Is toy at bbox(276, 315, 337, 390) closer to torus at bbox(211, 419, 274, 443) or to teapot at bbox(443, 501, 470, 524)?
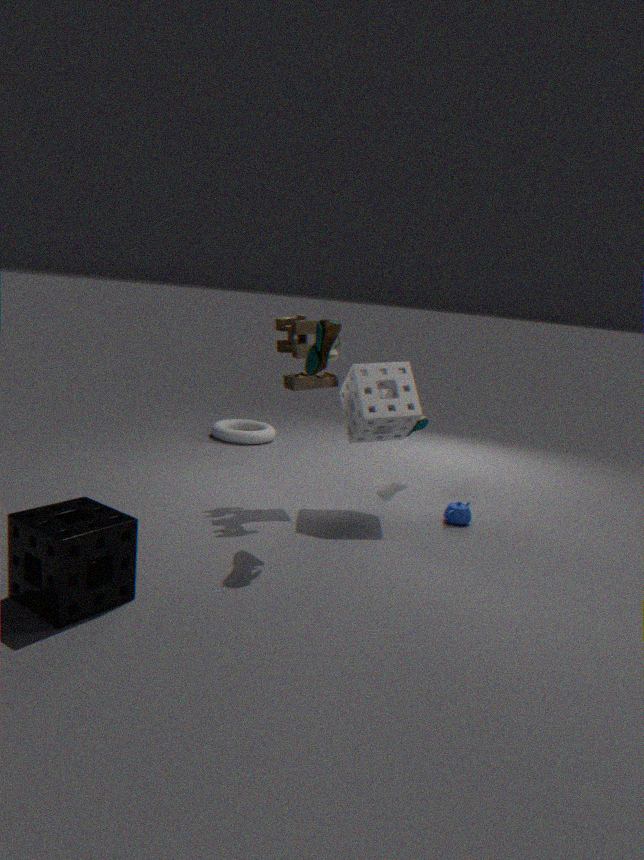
teapot at bbox(443, 501, 470, 524)
